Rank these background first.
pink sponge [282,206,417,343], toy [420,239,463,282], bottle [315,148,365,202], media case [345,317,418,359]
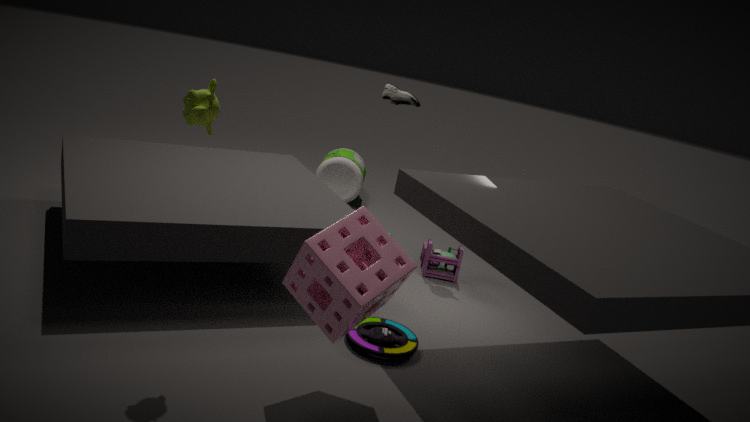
bottle [315,148,365,202]
toy [420,239,463,282]
media case [345,317,418,359]
pink sponge [282,206,417,343]
